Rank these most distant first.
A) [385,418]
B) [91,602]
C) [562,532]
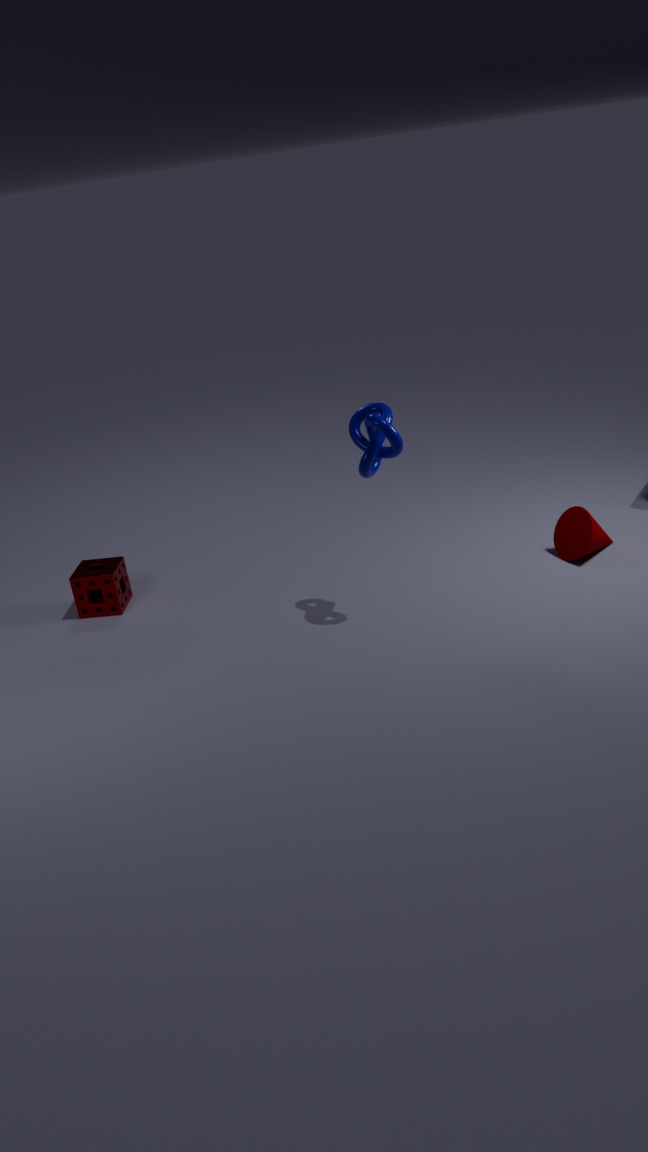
1. [91,602]
2. [562,532]
3. [385,418]
